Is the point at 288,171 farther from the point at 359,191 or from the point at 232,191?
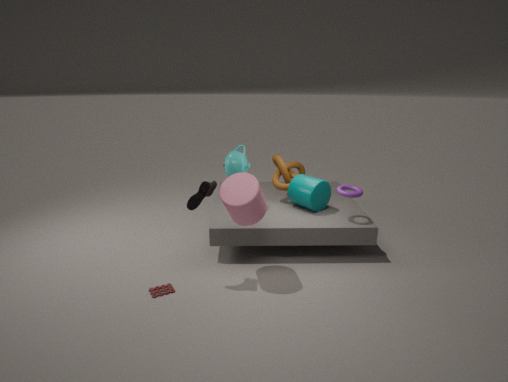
the point at 232,191
